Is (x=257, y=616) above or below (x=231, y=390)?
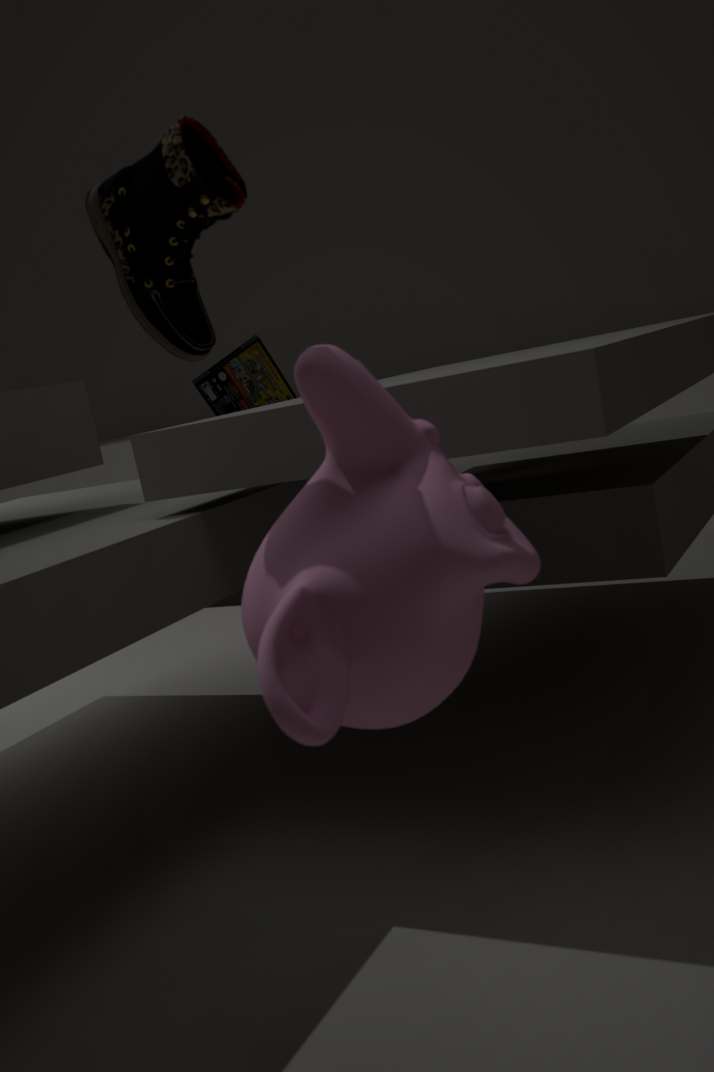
below
